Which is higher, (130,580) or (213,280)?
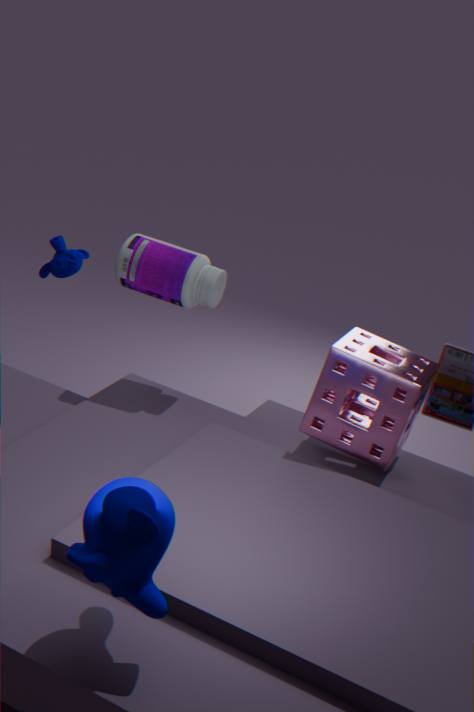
(213,280)
